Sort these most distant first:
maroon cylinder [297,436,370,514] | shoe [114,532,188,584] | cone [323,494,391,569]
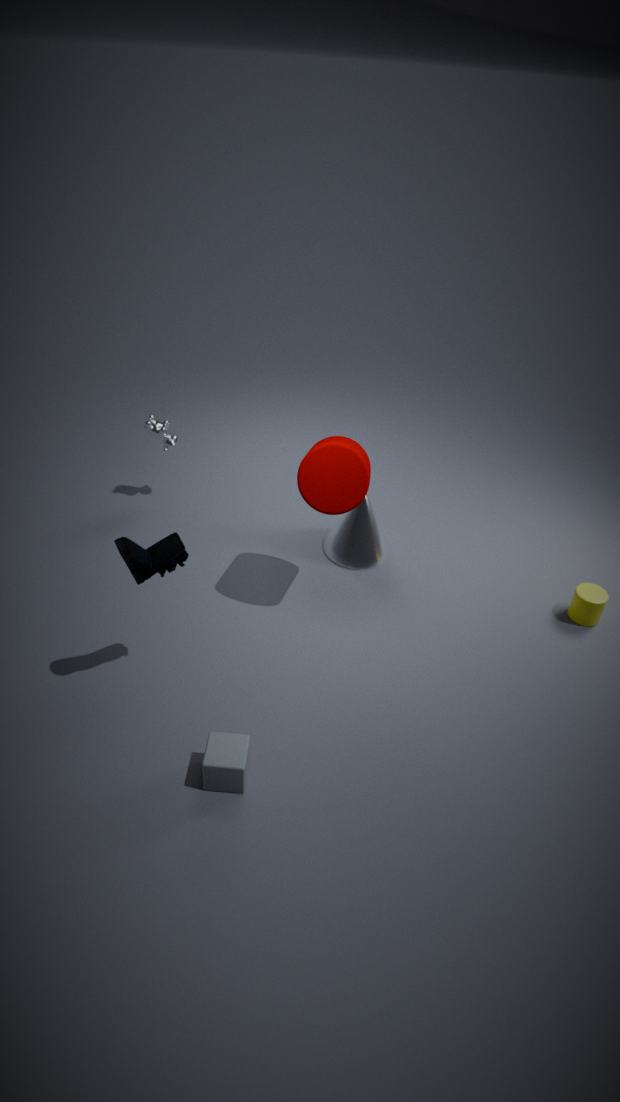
cone [323,494,391,569] → maroon cylinder [297,436,370,514] → shoe [114,532,188,584]
